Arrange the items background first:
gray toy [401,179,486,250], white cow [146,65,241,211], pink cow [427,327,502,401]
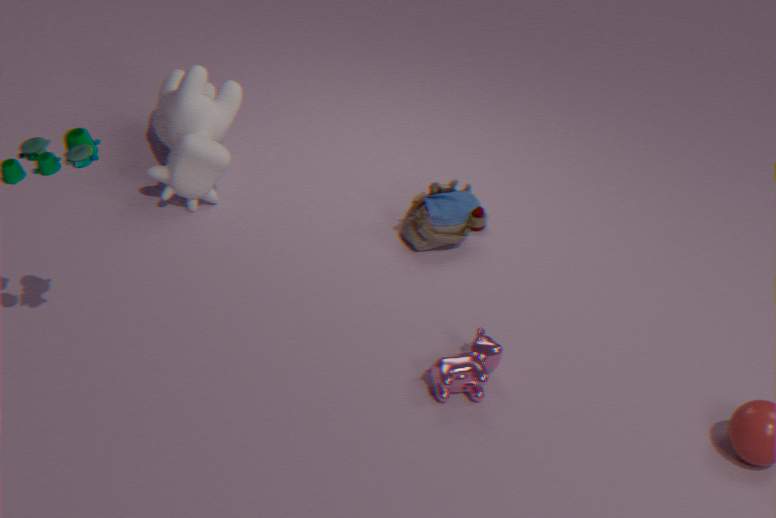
gray toy [401,179,486,250]
white cow [146,65,241,211]
pink cow [427,327,502,401]
